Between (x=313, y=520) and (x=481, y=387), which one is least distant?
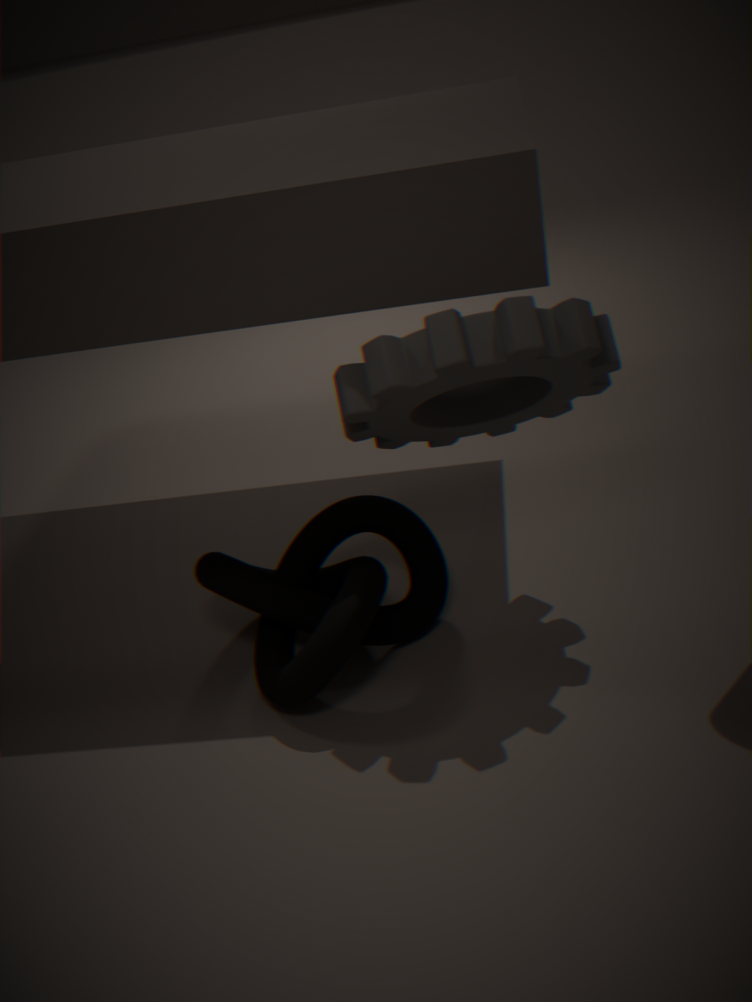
(x=481, y=387)
